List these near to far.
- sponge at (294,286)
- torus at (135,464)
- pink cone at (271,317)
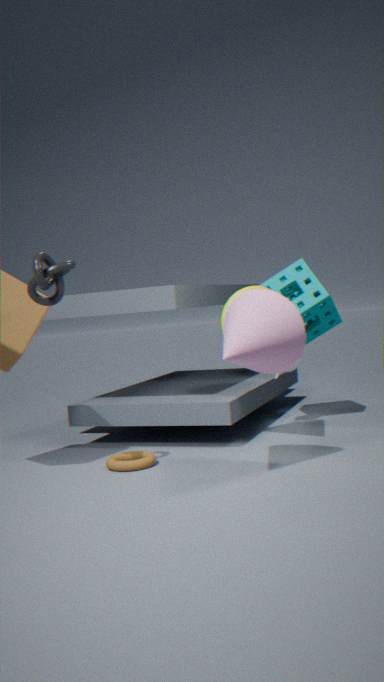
1. pink cone at (271,317)
2. torus at (135,464)
3. sponge at (294,286)
